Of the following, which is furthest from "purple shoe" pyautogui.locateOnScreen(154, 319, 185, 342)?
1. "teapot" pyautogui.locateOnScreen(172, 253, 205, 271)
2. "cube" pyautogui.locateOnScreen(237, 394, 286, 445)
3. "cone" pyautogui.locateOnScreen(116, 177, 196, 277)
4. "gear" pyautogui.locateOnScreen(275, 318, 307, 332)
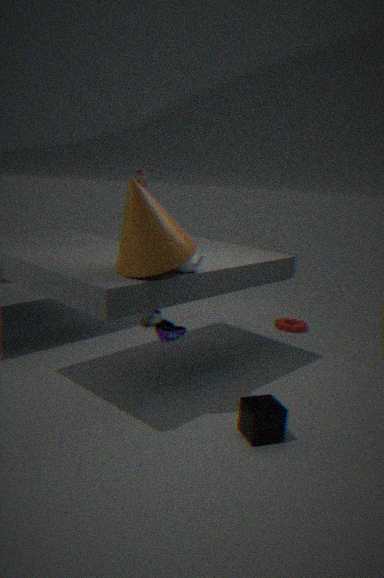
"gear" pyautogui.locateOnScreen(275, 318, 307, 332)
